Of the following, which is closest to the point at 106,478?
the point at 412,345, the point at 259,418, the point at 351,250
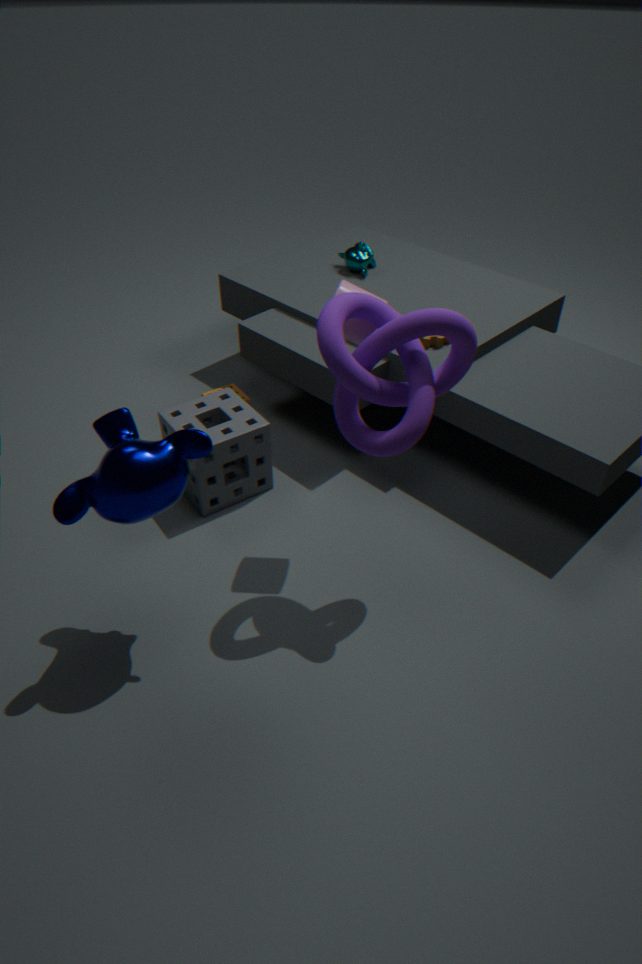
the point at 412,345
